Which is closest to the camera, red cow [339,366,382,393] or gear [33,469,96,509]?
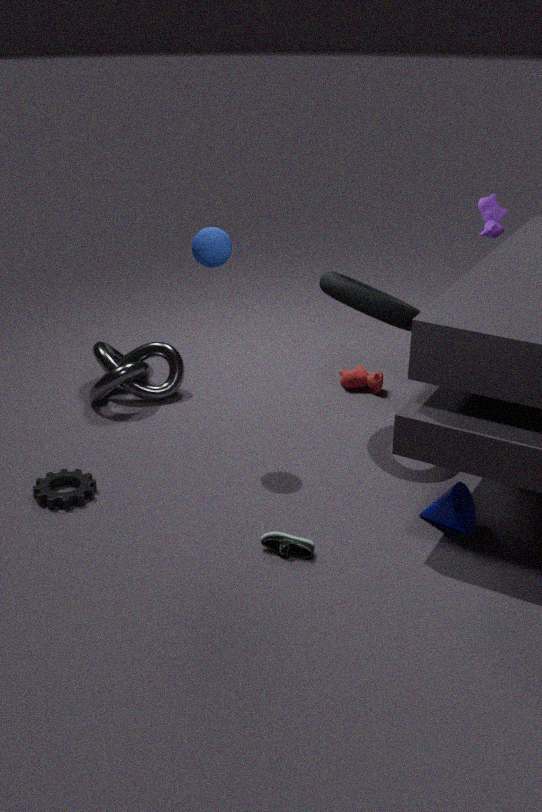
gear [33,469,96,509]
